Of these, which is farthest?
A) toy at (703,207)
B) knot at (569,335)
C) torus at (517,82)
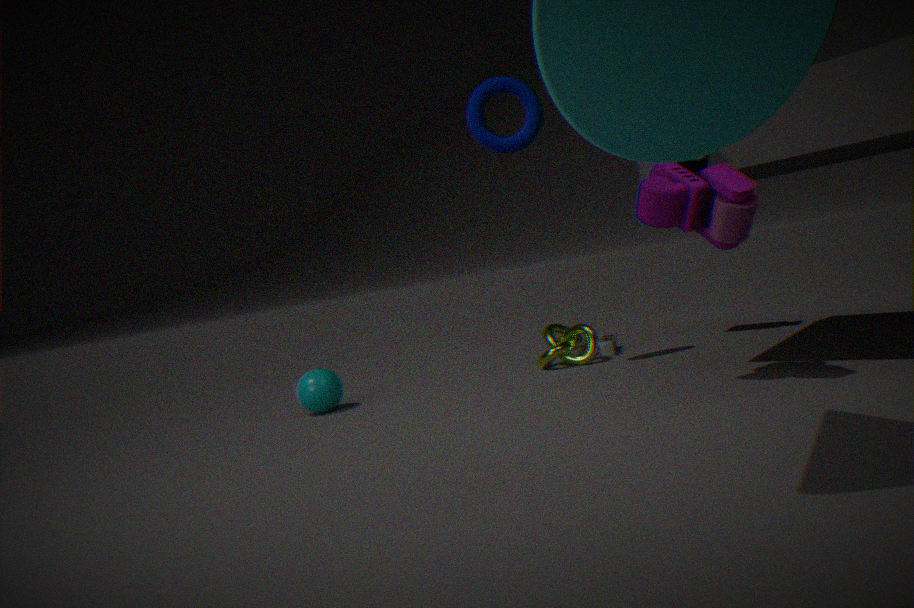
knot at (569,335)
